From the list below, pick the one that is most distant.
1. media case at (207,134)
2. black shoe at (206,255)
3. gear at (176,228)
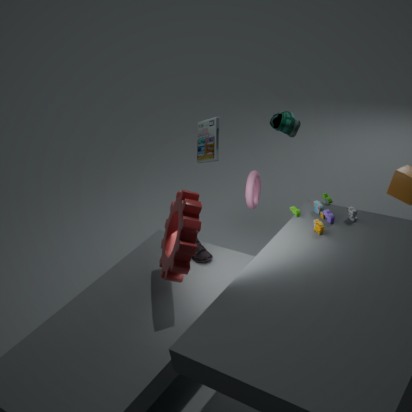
media case at (207,134)
